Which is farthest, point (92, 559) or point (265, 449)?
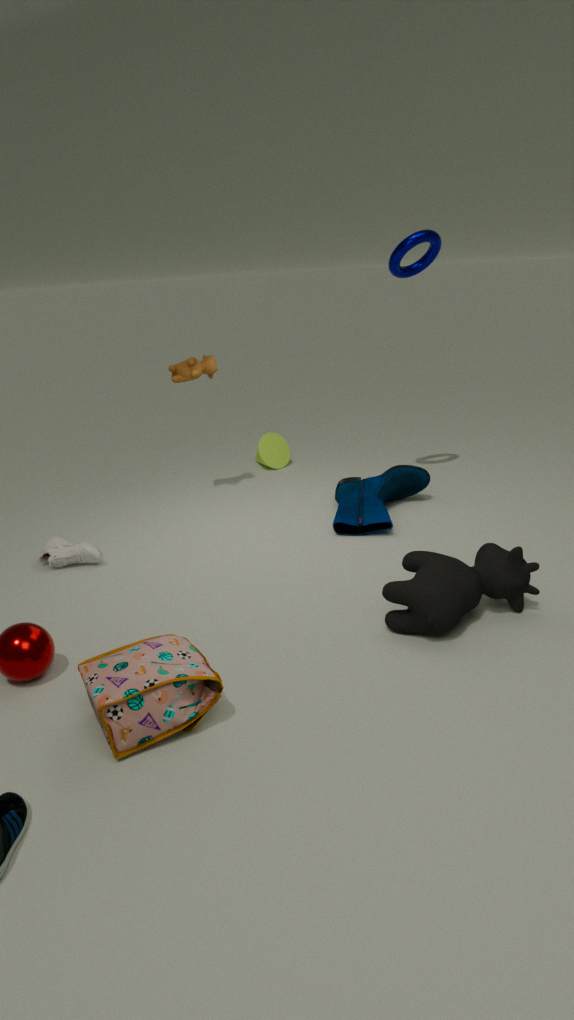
point (265, 449)
